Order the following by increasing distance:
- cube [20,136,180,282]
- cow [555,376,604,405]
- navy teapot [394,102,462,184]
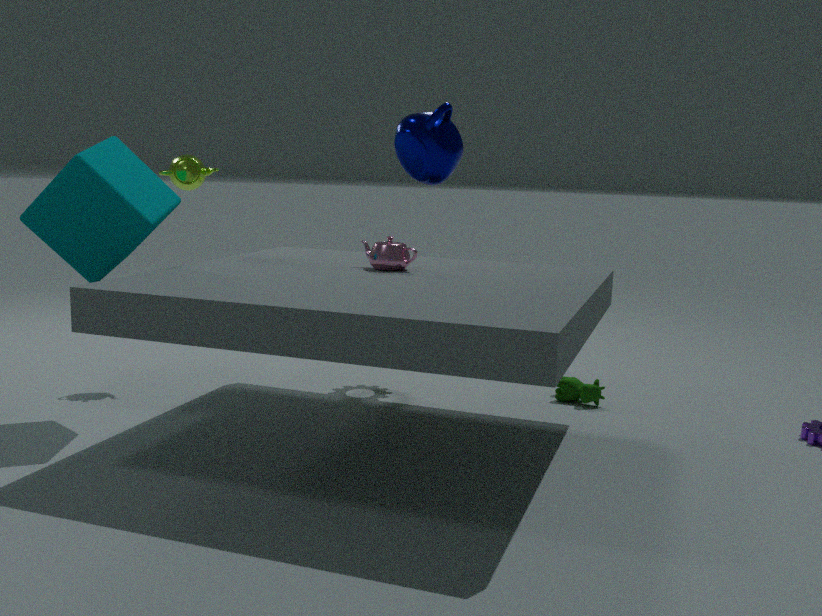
1. navy teapot [394,102,462,184]
2. cube [20,136,180,282]
3. cow [555,376,604,405]
